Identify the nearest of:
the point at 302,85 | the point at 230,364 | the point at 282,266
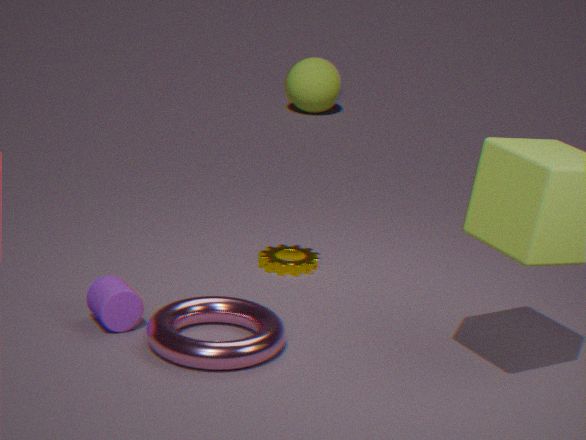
the point at 230,364
